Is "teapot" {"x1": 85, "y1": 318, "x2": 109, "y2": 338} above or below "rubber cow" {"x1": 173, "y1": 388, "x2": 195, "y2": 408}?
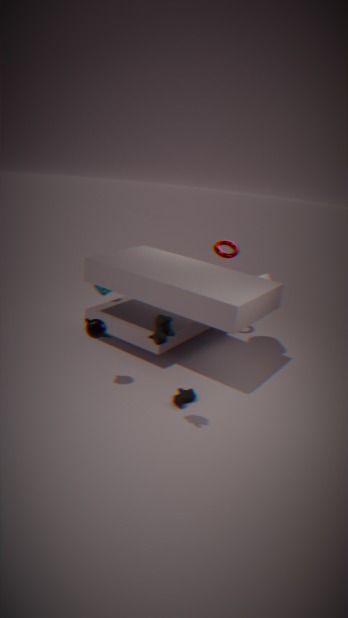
above
